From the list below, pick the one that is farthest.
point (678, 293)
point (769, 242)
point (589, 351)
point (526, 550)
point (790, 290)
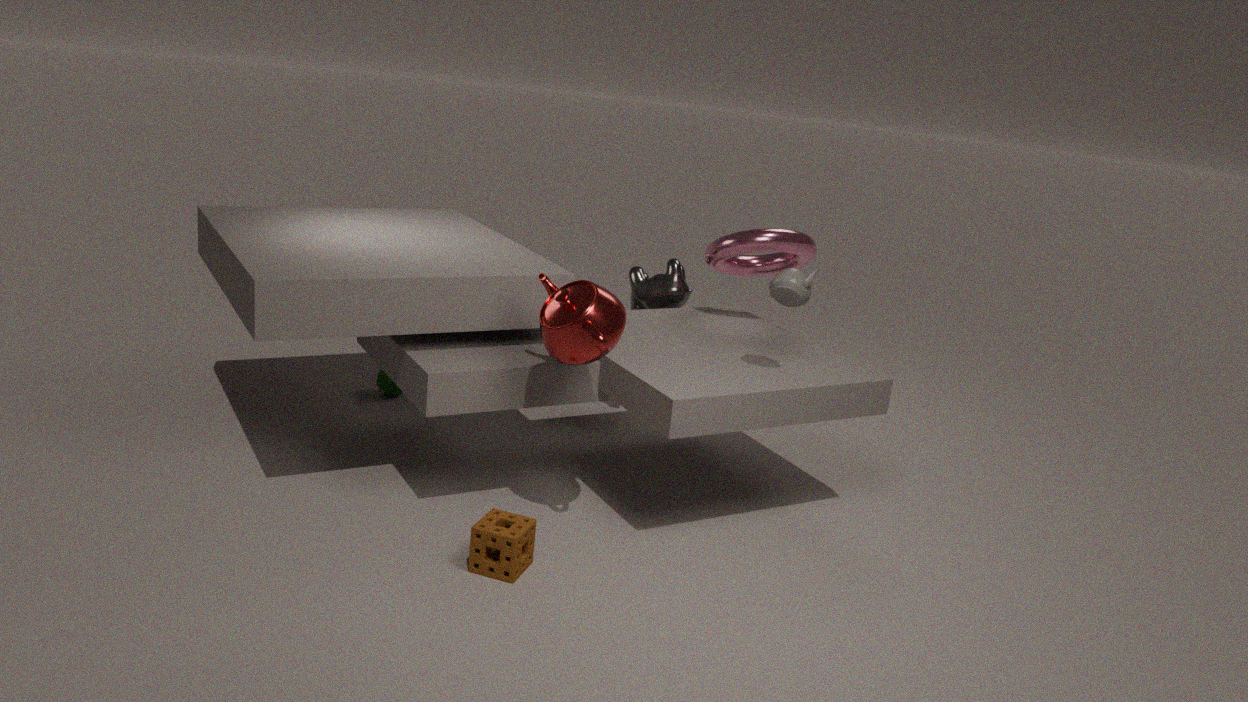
point (678, 293)
